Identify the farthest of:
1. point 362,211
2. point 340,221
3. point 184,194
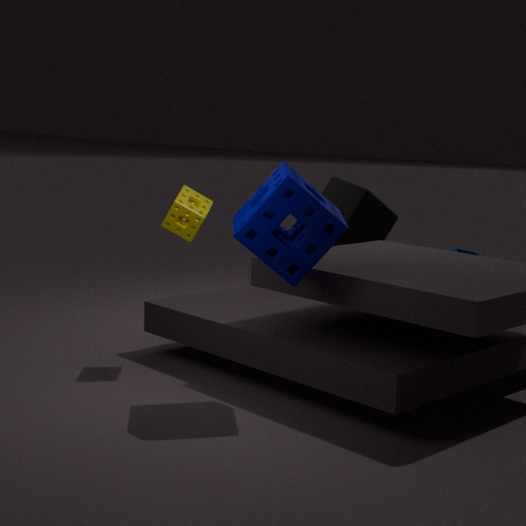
point 362,211
